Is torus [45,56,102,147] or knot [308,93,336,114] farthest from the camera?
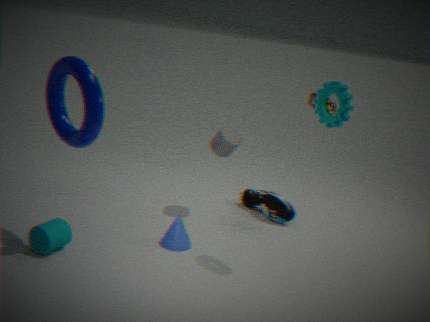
knot [308,93,336,114]
